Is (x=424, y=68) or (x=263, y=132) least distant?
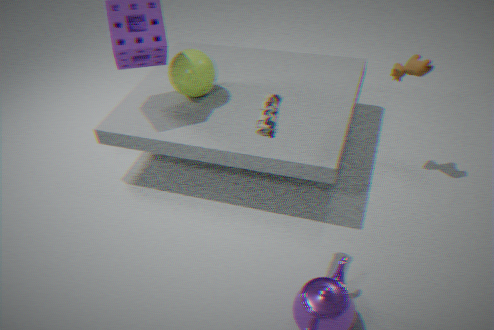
(x=263, y=132)
